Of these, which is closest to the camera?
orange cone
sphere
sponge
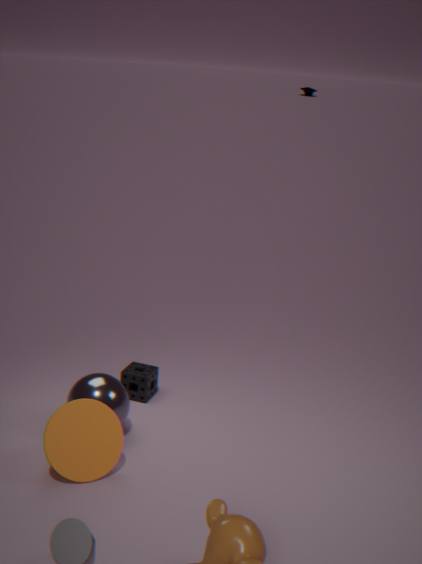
orange cone
